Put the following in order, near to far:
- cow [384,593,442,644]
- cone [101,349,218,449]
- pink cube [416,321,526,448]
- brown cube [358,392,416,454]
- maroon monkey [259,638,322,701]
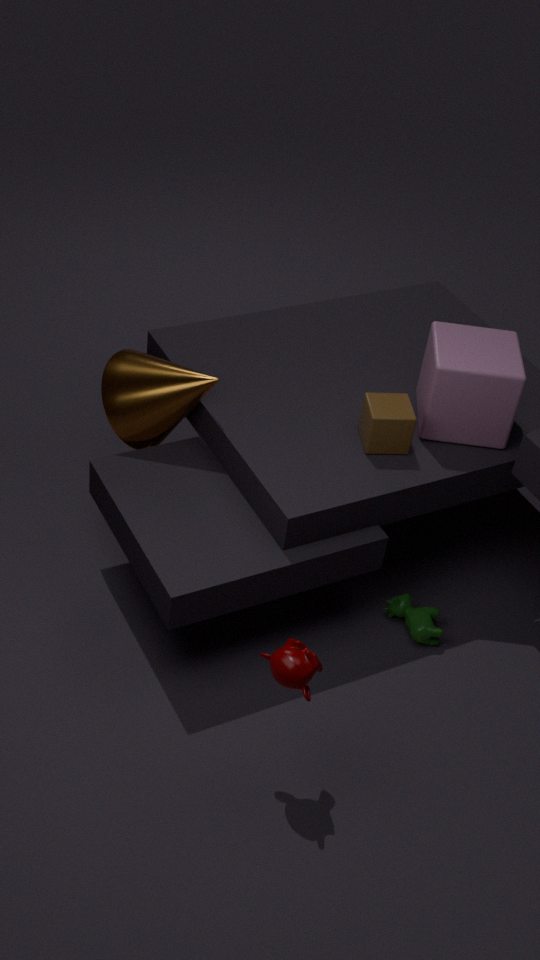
maroon monkey [259,638,322,701]
brown cube [358,392,416,454]
pink cube [416,321,526,448]
cone [101,349,218,449]
cow [384,593,442,644]
